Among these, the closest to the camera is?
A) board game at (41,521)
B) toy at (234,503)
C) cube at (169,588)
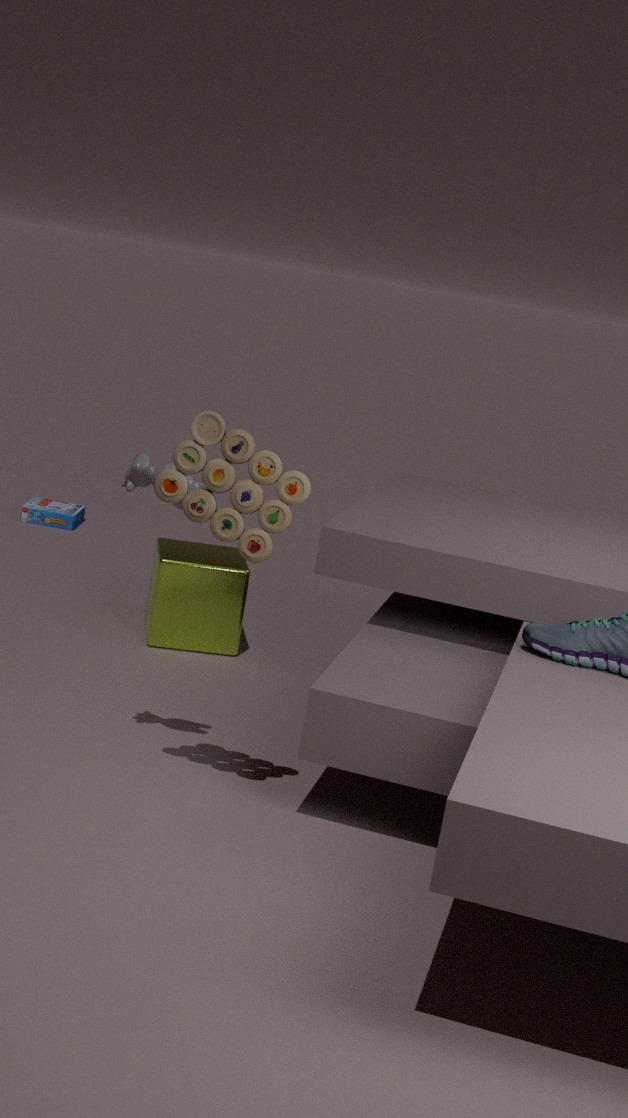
toy at (234,503)
